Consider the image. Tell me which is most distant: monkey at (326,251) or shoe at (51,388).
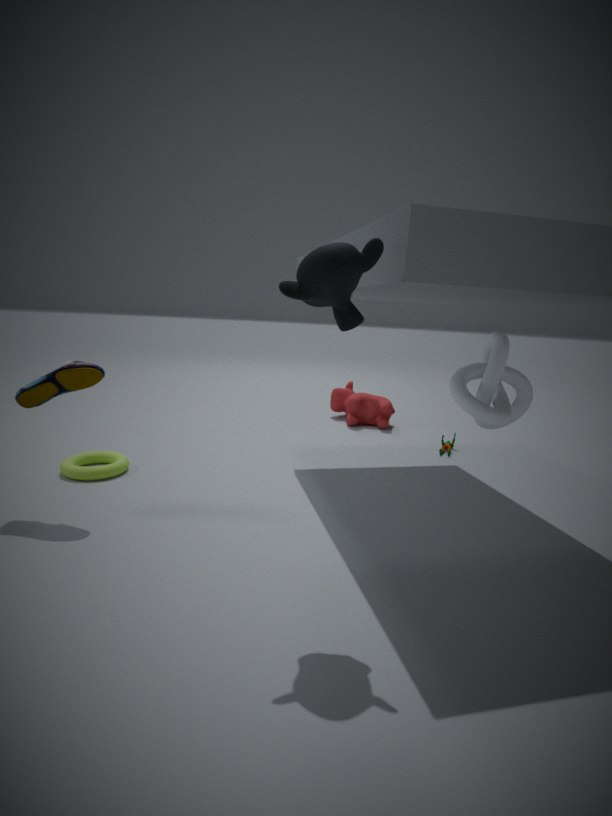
shoe at (51,388)
